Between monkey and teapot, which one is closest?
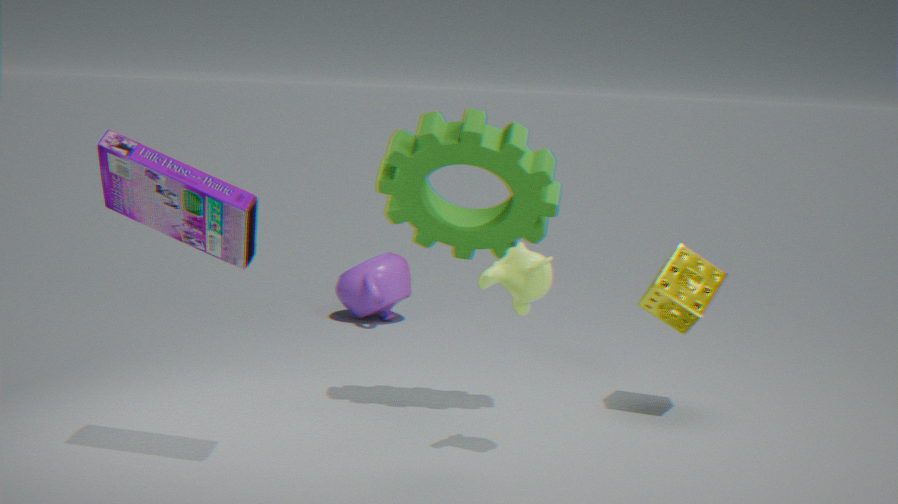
monkey
